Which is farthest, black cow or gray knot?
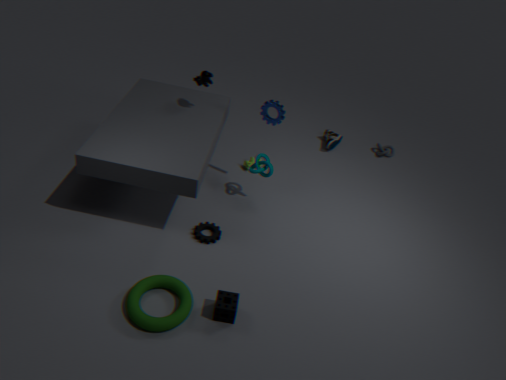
gray knot
